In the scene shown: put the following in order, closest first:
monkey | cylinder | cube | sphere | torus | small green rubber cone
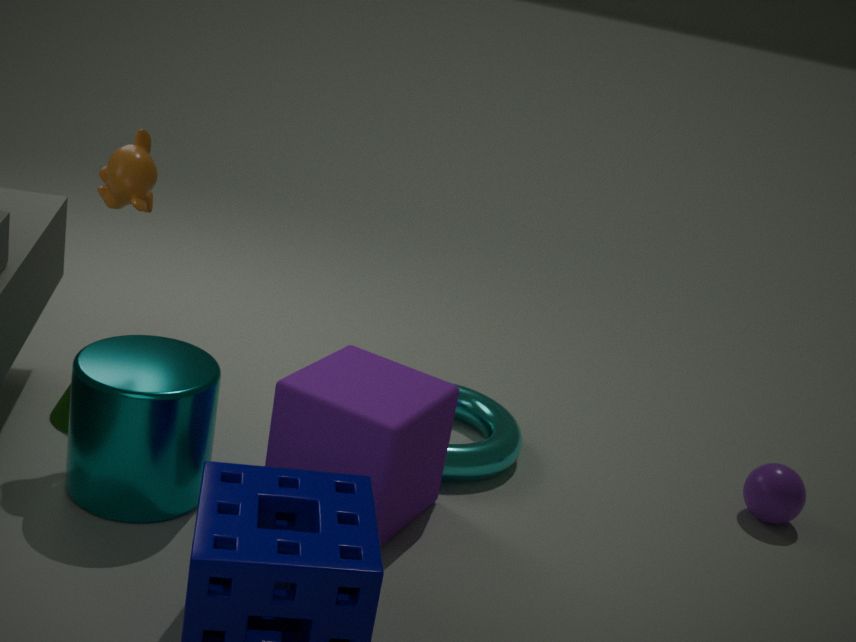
cylinder → cube → monkey → small green rubber cone → torus → sphere
